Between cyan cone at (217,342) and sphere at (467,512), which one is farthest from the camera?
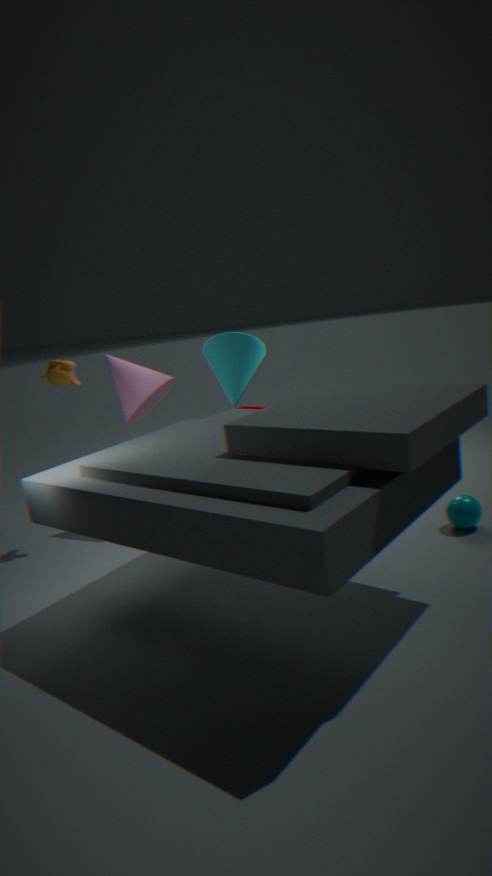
cyan cone at (217,342)
